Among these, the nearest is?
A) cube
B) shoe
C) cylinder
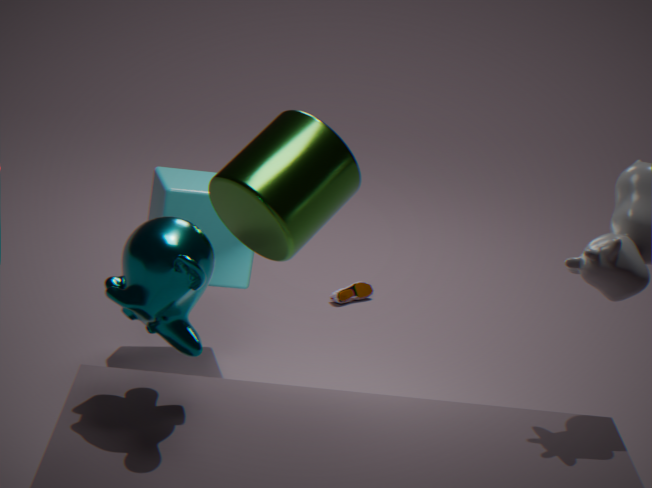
cylinder
